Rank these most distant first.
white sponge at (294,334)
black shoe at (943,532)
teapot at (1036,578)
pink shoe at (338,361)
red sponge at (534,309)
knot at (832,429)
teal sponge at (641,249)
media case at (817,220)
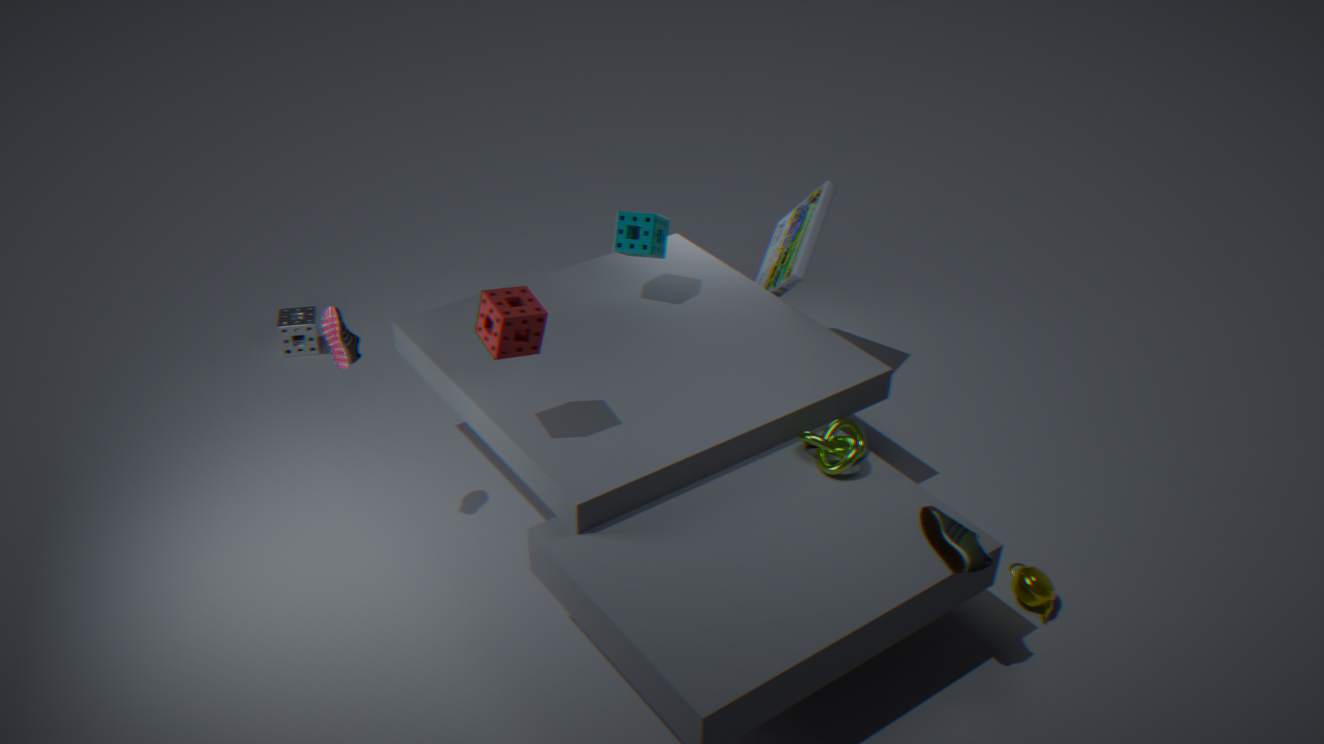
white sponge at (294,334) < media case at (817,220) < teal sponge at (641,249) < teapot at (1036,578) < knot at (832,429) < pink shoe at (338,361) < red sponge at (534,309) < black shoe at (943,532)
